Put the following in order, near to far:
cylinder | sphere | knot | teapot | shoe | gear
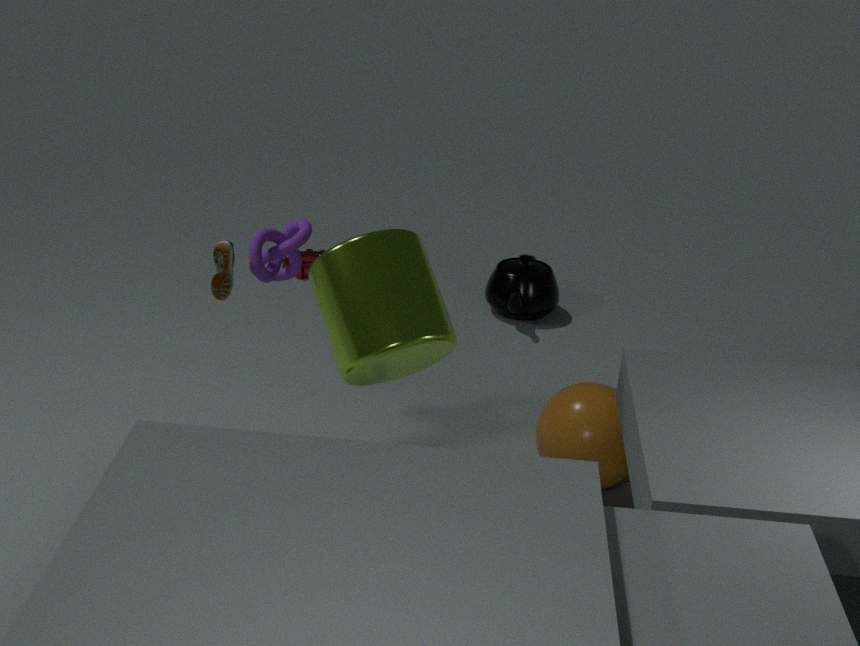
cylinder < shoe < sphere < knot < teapot < gear
